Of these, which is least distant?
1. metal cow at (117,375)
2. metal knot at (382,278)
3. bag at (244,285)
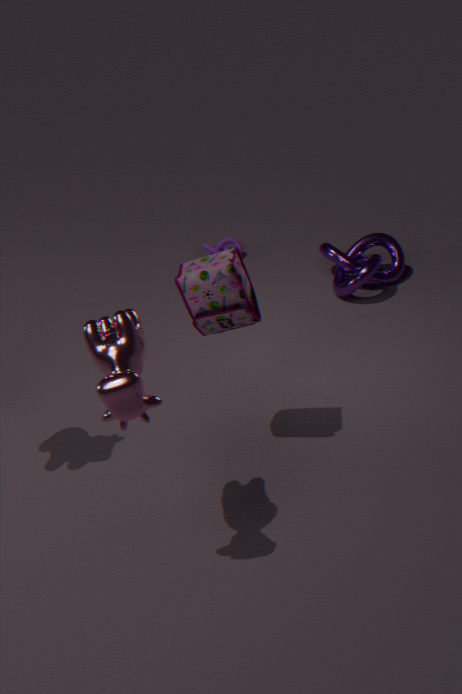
metal cow at (117,375)
